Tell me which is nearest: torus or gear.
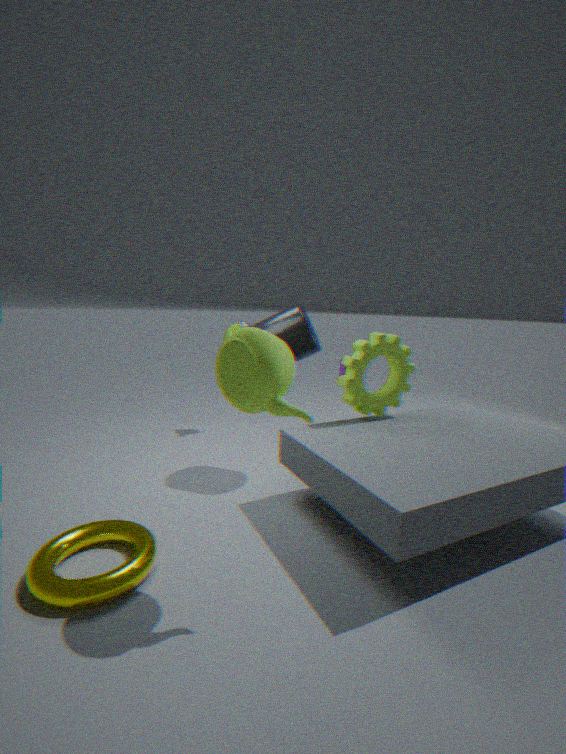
torus
